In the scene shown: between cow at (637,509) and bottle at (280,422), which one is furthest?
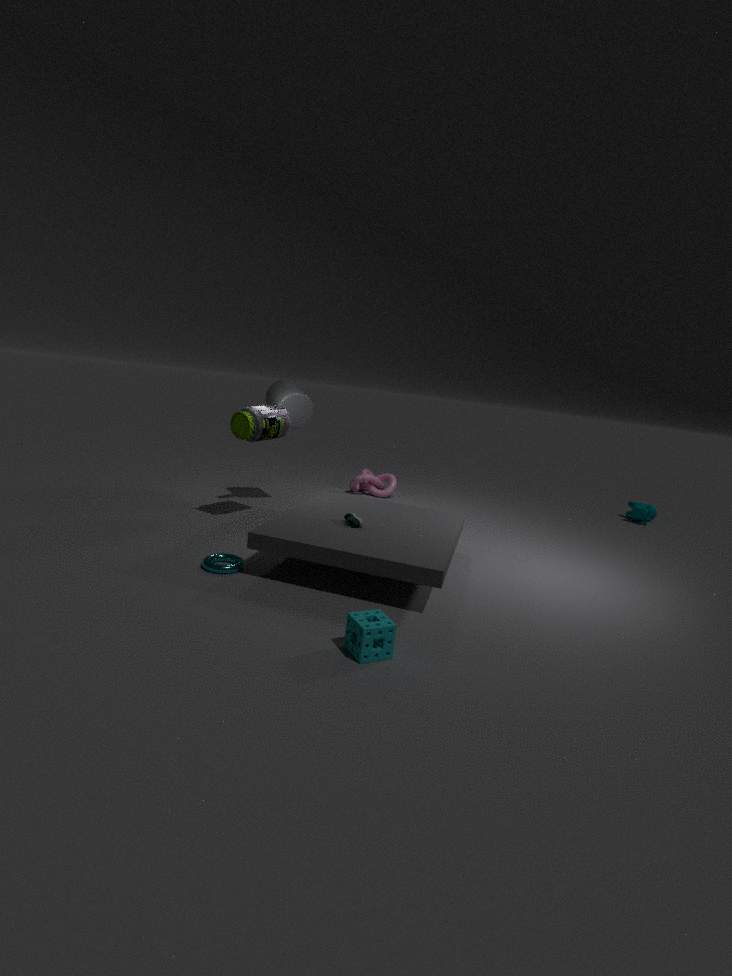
cow at (637,509)
